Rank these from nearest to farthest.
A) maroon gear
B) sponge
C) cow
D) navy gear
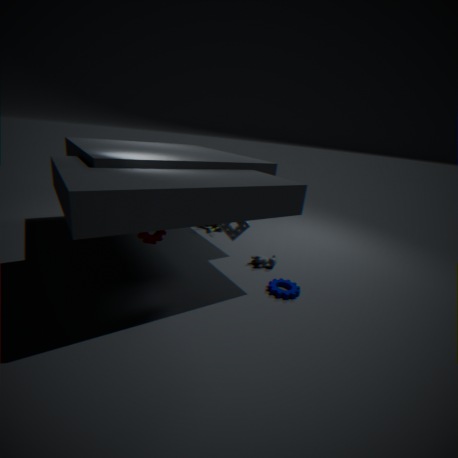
A. maroon gear
B. sponge
D. navy gear
C. cow
